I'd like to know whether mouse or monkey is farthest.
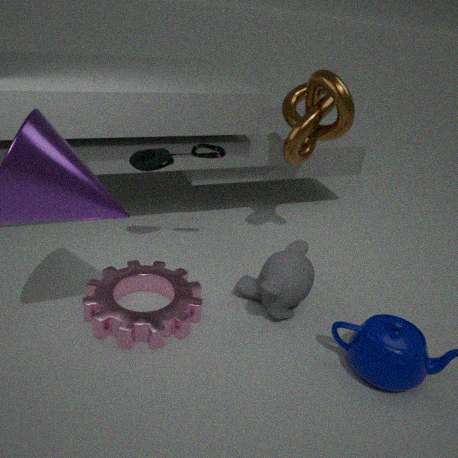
mouse
